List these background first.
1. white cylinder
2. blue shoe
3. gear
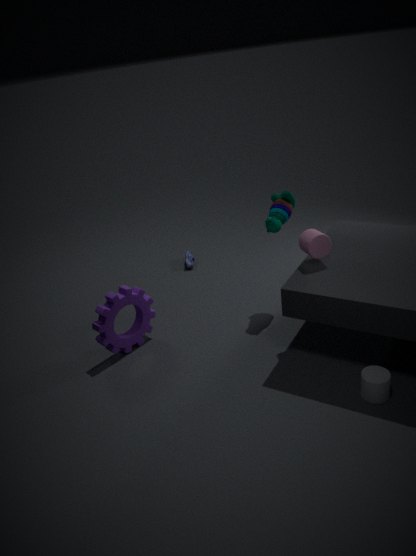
blue shoe
gear
white cylinder
